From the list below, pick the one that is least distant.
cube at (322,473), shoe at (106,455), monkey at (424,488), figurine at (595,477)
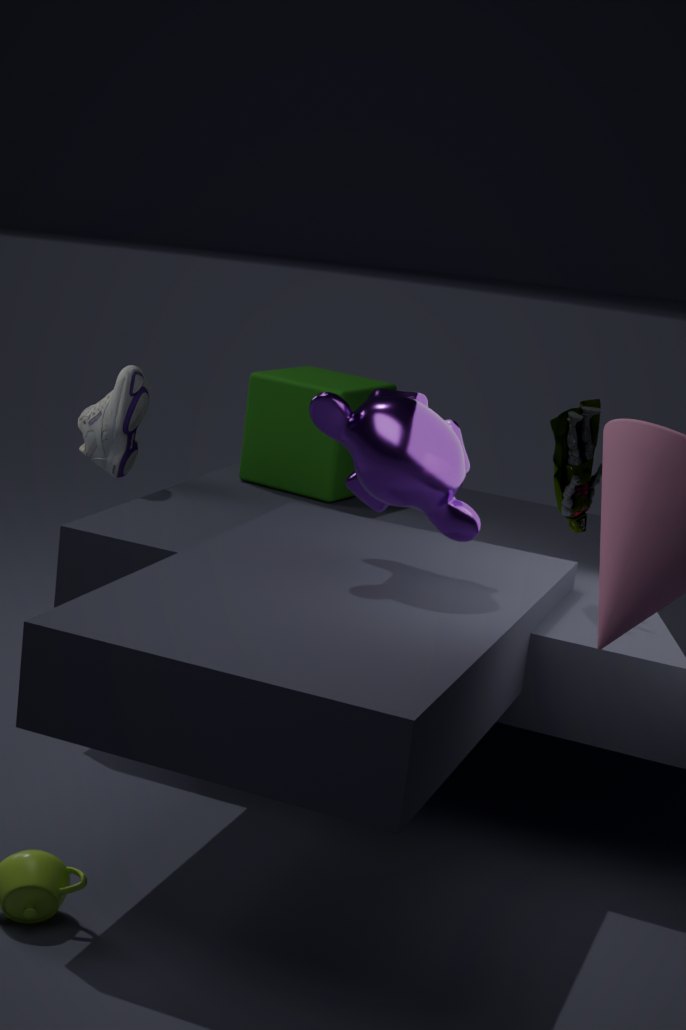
monkey at (424,488)
